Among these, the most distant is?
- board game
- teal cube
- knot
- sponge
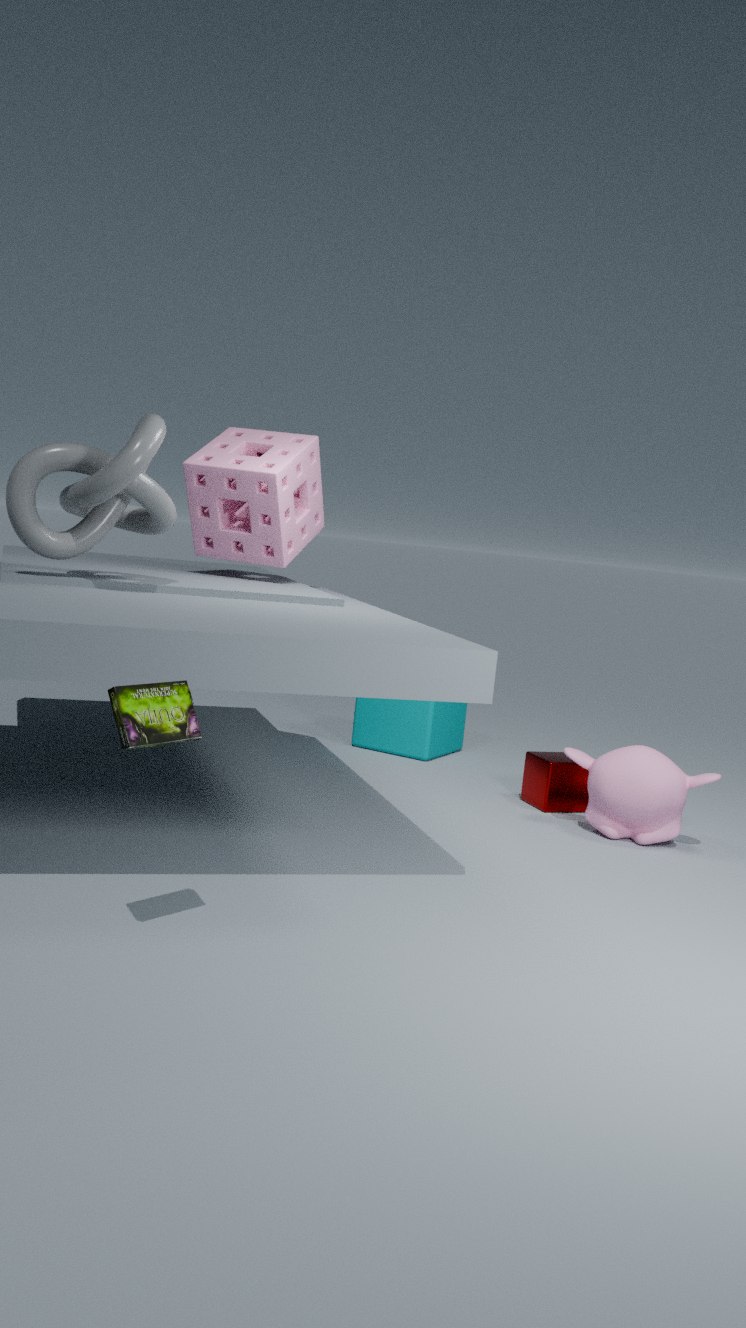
teal cube
